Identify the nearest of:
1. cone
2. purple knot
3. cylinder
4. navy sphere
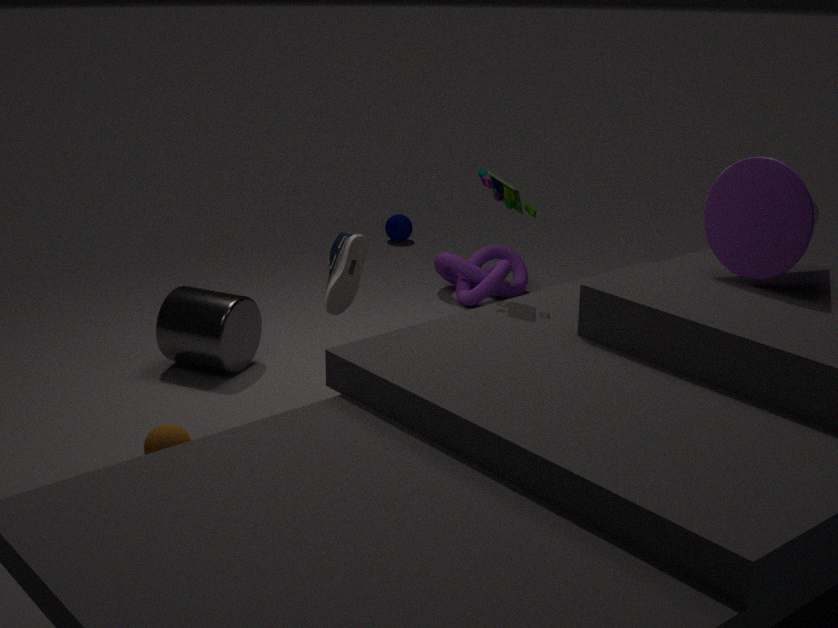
cone
